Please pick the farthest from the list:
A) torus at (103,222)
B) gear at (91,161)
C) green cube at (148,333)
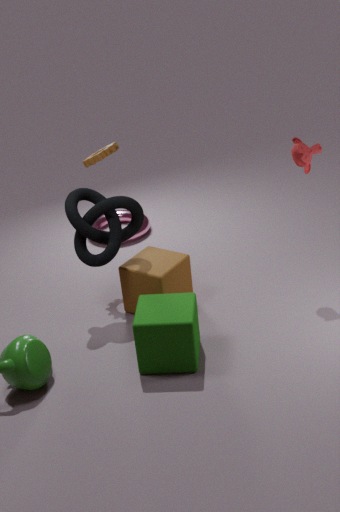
torus at (103,222)
